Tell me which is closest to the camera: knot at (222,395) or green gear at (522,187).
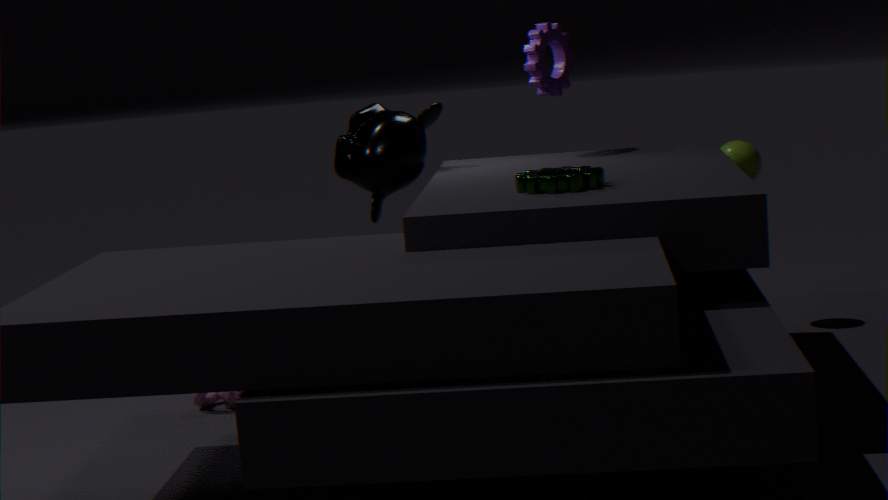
green gear at (522,187)
